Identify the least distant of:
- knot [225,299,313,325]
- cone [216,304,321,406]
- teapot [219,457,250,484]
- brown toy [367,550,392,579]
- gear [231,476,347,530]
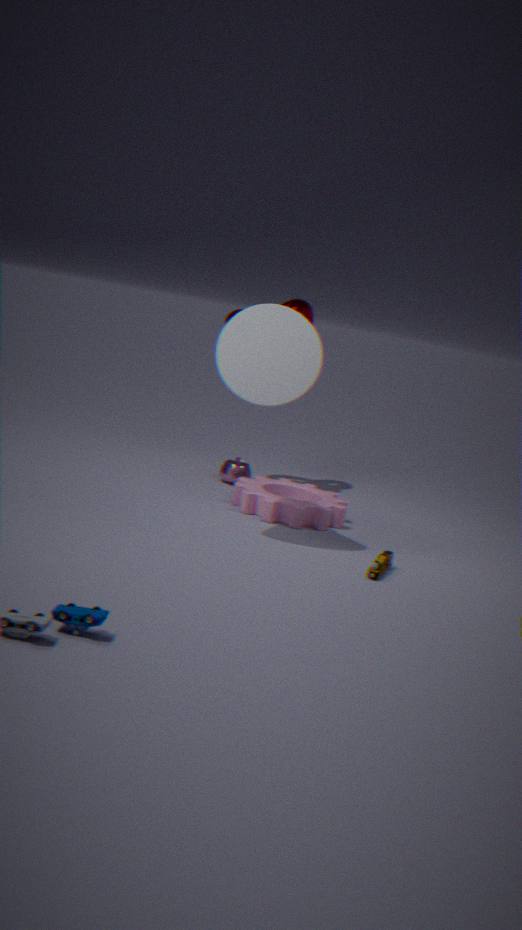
brown toy [367,550,392,579]
